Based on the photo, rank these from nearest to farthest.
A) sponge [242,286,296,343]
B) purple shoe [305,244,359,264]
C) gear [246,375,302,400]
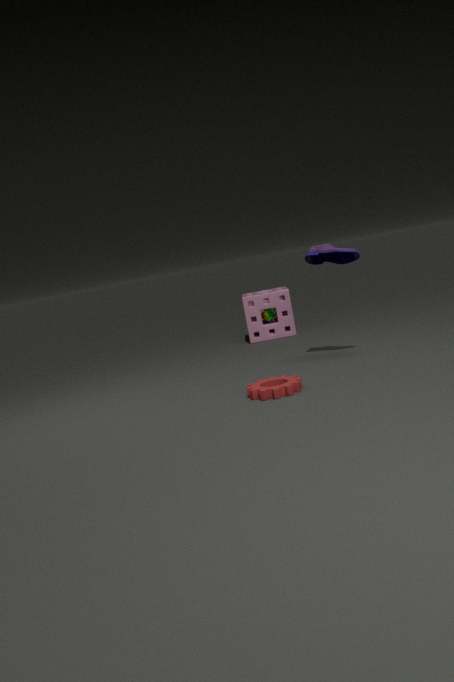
gear [246,375,302,400]
purple shoe [305,244,359,264]
sponge [242,286,296,343]
